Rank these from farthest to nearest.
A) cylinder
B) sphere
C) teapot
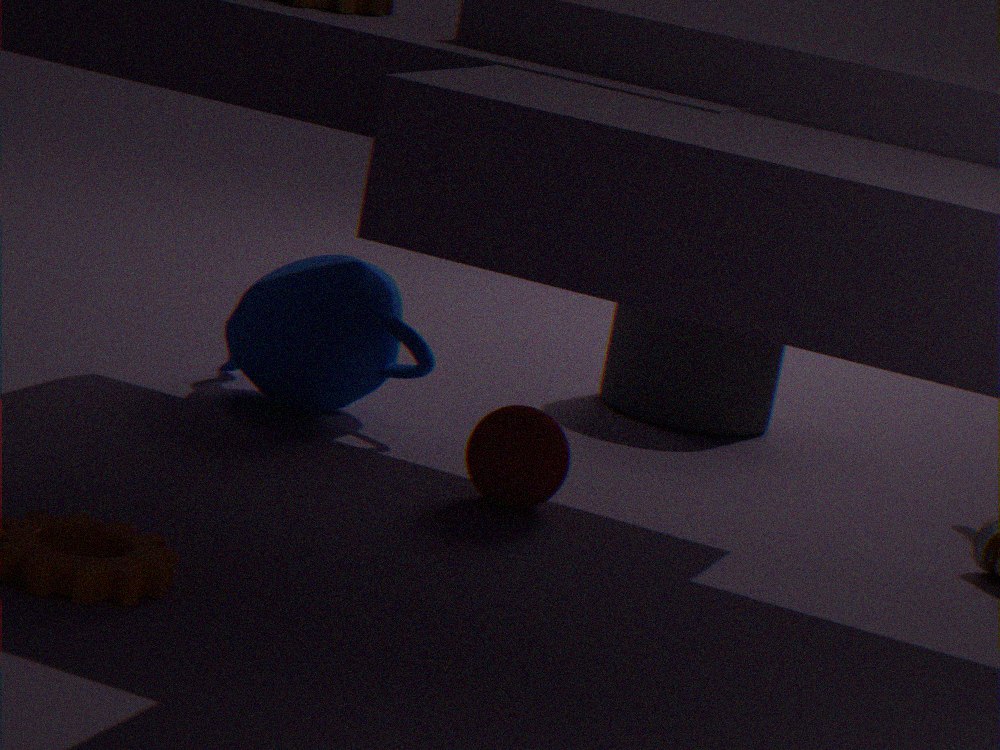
cylinder
teapot
sphere
